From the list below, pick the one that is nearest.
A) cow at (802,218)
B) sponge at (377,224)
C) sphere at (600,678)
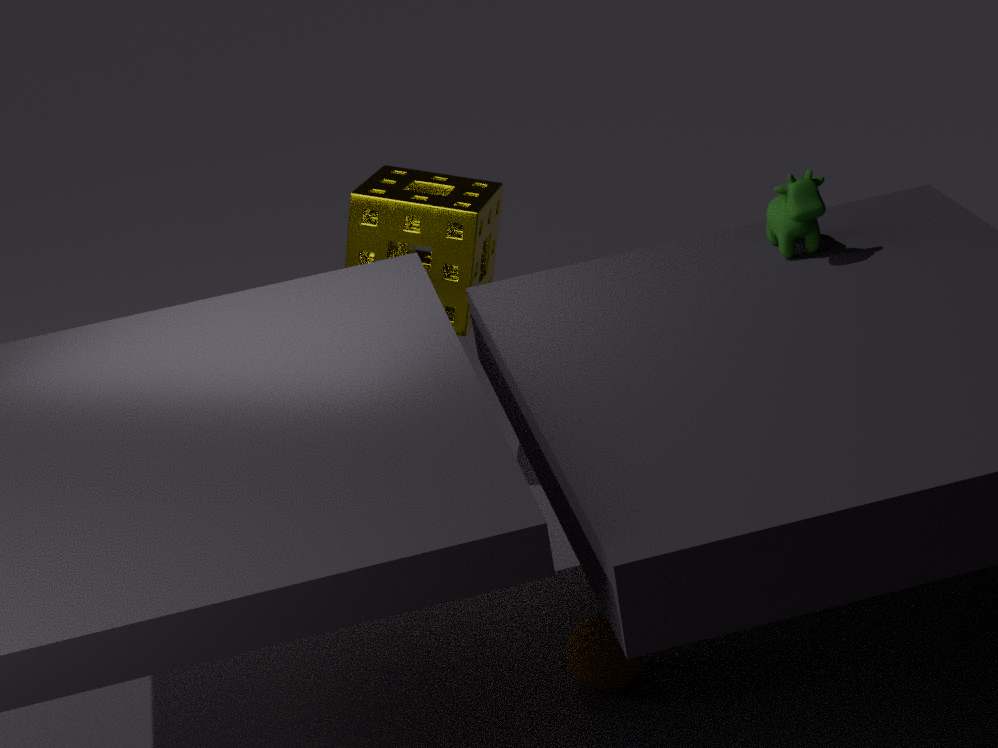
cow at (802,218)
